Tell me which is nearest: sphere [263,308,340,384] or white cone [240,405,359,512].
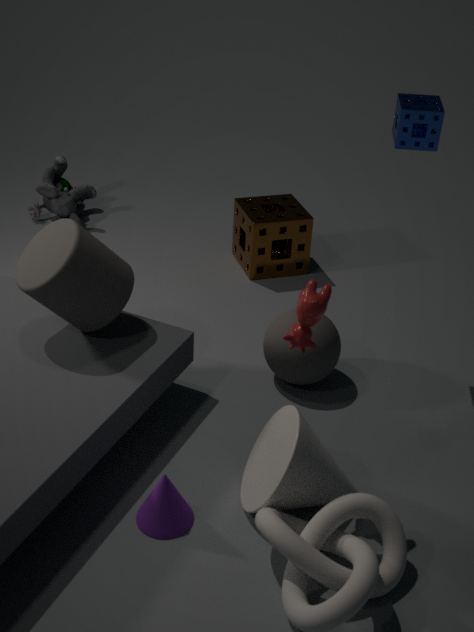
white cone [240,405,359,512]
